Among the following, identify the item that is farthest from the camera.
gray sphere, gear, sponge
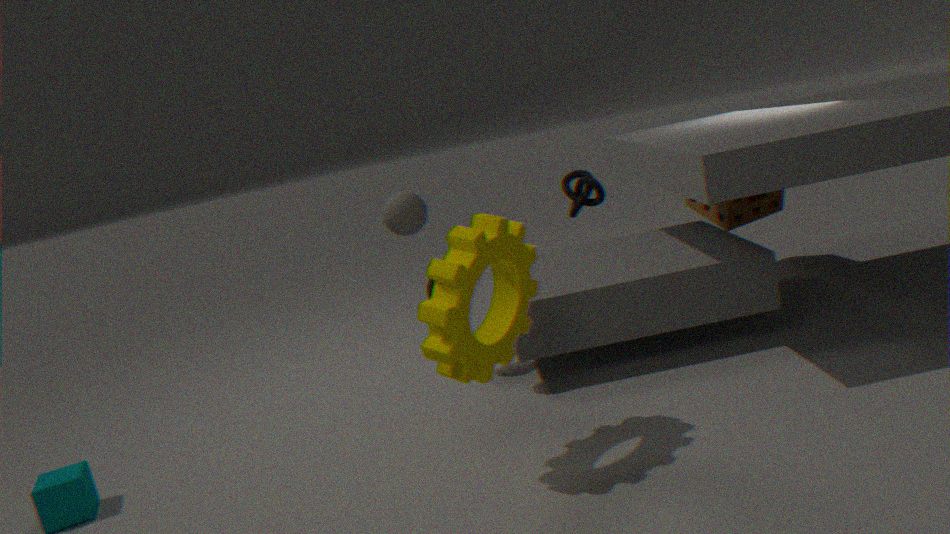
sponge
